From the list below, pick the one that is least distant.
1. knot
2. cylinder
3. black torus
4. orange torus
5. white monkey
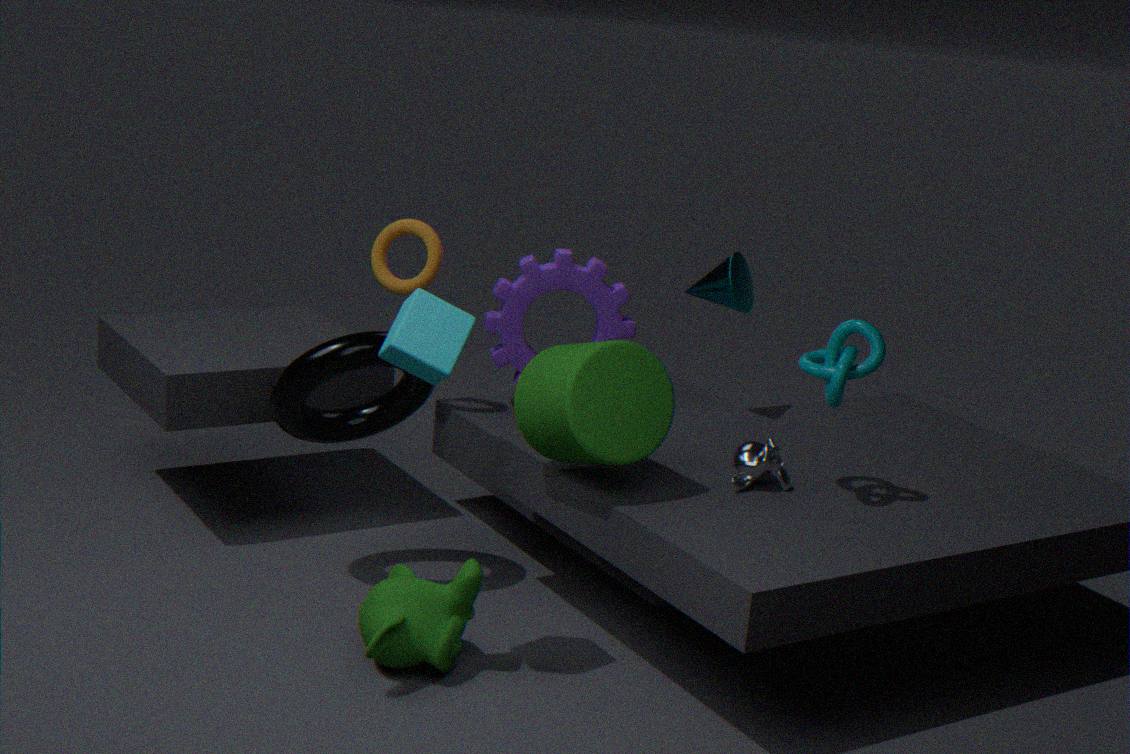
cylinder
